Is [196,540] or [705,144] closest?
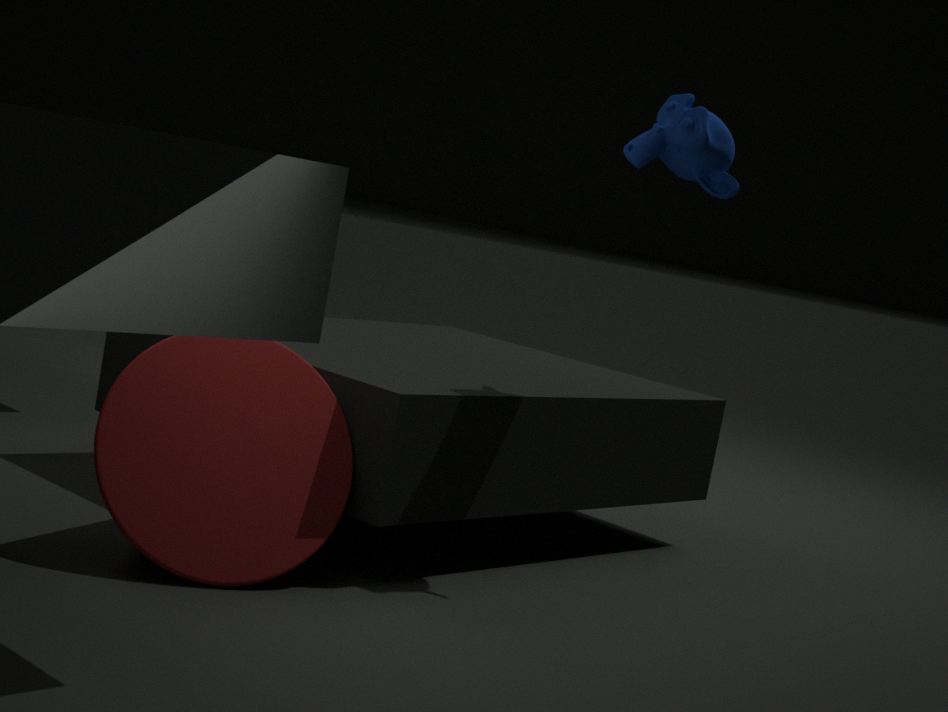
[196,540]
